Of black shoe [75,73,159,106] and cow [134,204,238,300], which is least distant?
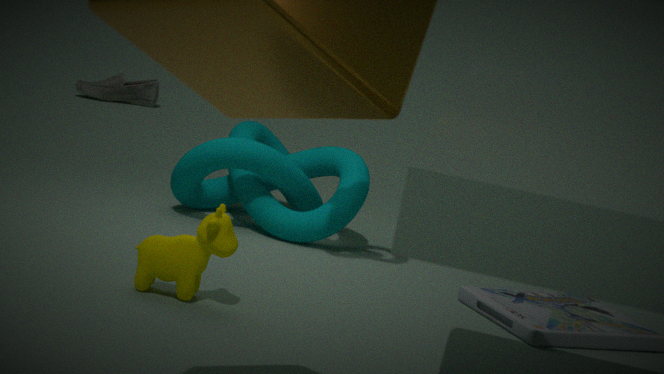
cow [134,204,238,300]
